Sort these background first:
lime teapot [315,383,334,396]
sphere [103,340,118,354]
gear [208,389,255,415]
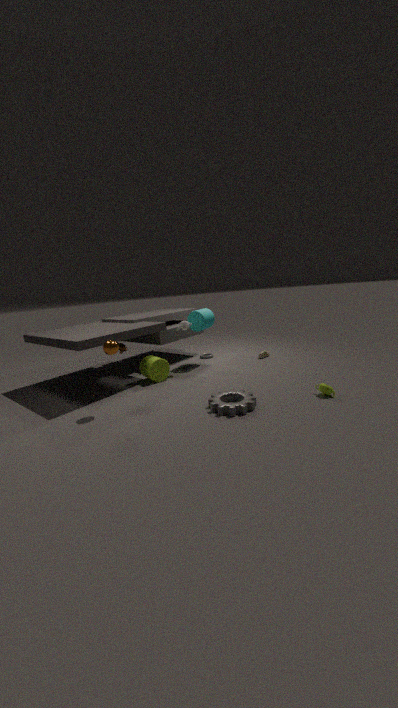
lime teapot [315,383,334,396] → sphere [103,340,118,354] → gear [208,389,255,415]
